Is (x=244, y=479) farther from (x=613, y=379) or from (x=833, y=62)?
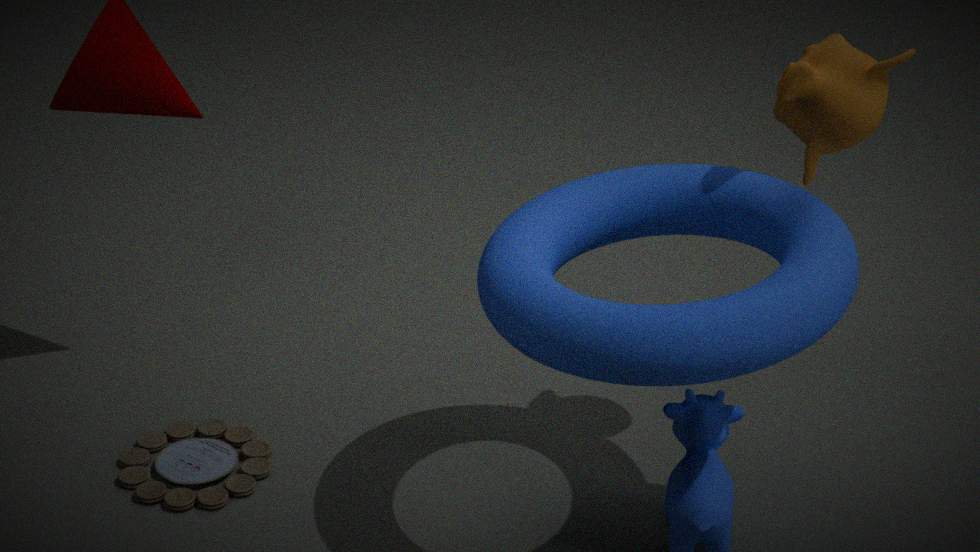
(x=833, y=62)
